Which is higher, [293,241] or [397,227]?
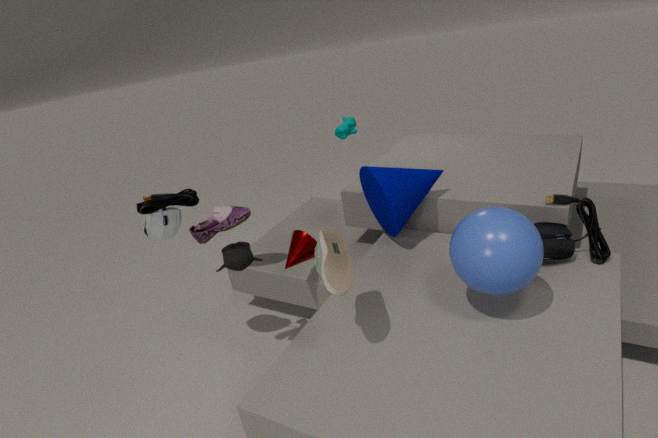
[397,227]
